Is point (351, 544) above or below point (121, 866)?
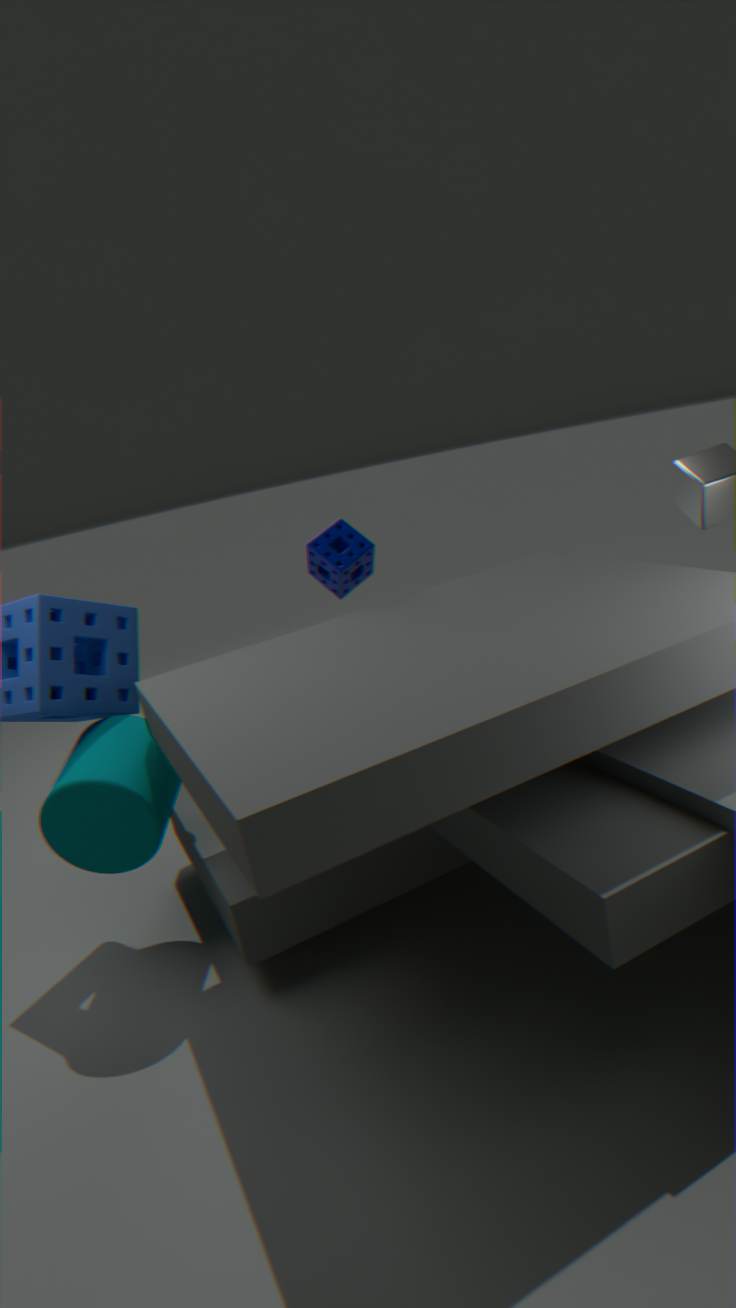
above
